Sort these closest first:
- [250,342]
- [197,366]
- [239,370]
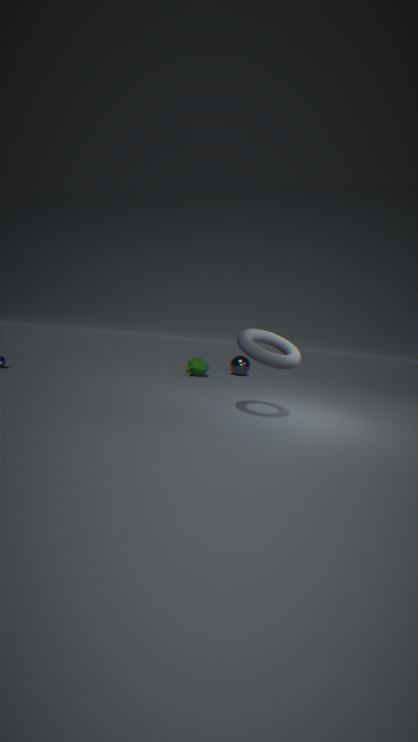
1. [250,342]
2. [197,366]
3. [239,370]
